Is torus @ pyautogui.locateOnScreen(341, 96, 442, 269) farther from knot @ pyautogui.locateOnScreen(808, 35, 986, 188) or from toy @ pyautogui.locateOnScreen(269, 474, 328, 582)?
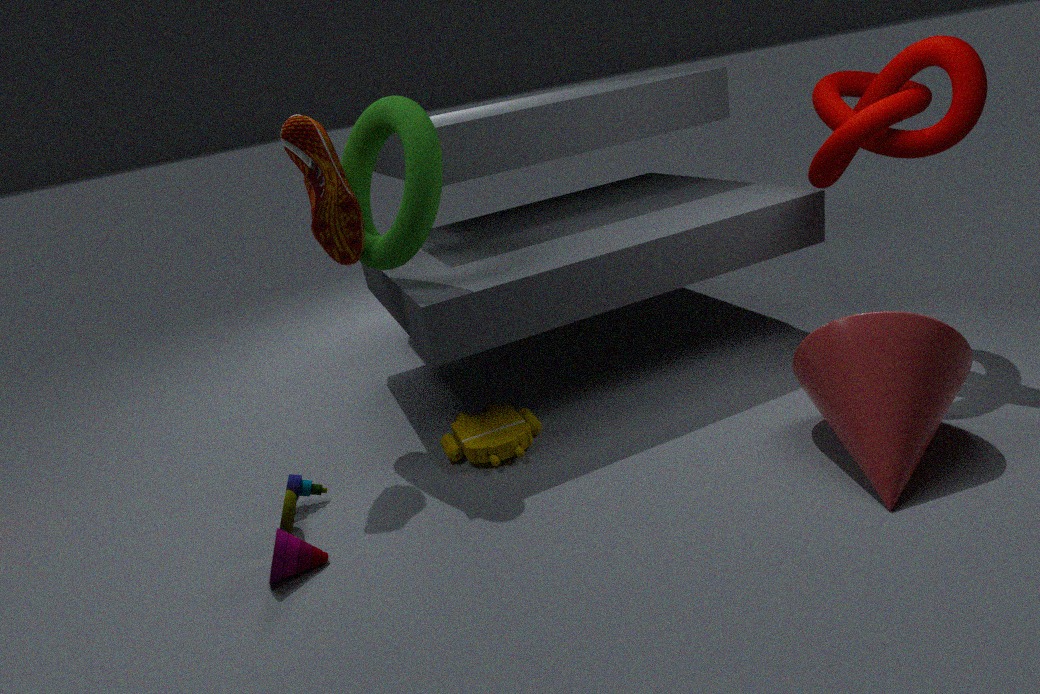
knot @ pyautogui.locateOnScreen(808, 35, 986, 188)
